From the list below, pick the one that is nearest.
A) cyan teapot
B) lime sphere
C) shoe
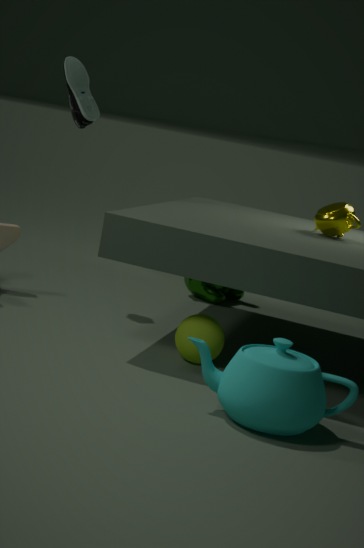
cyan teapot
